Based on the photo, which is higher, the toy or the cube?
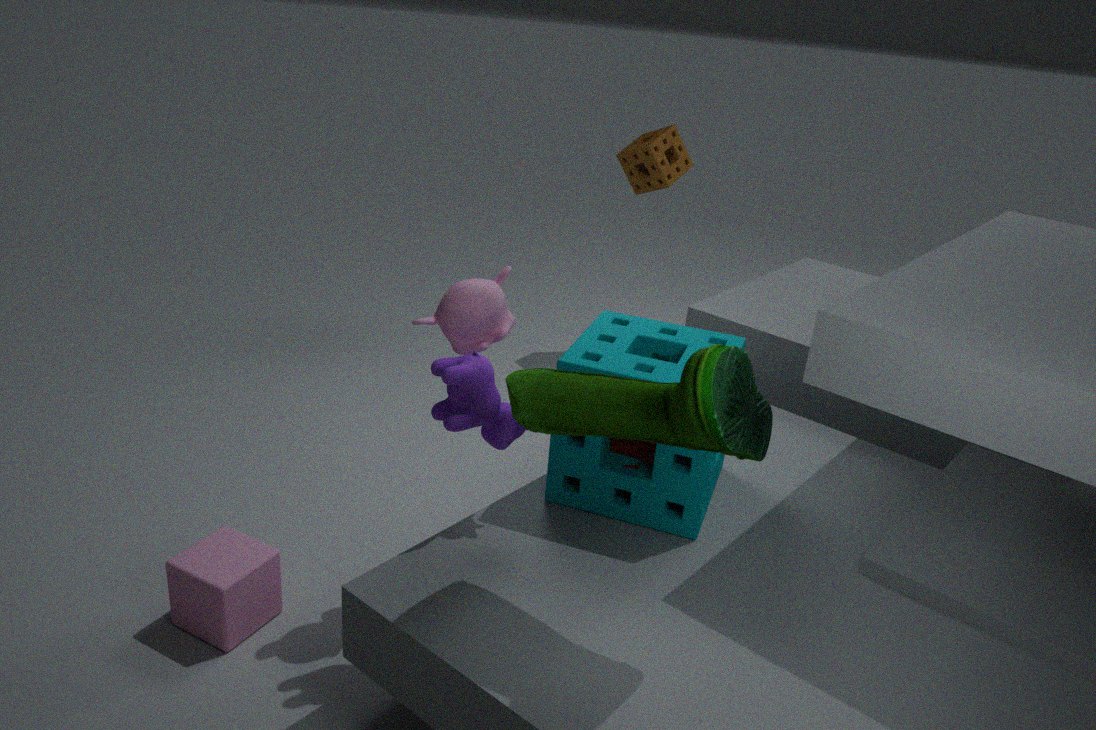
the toy
